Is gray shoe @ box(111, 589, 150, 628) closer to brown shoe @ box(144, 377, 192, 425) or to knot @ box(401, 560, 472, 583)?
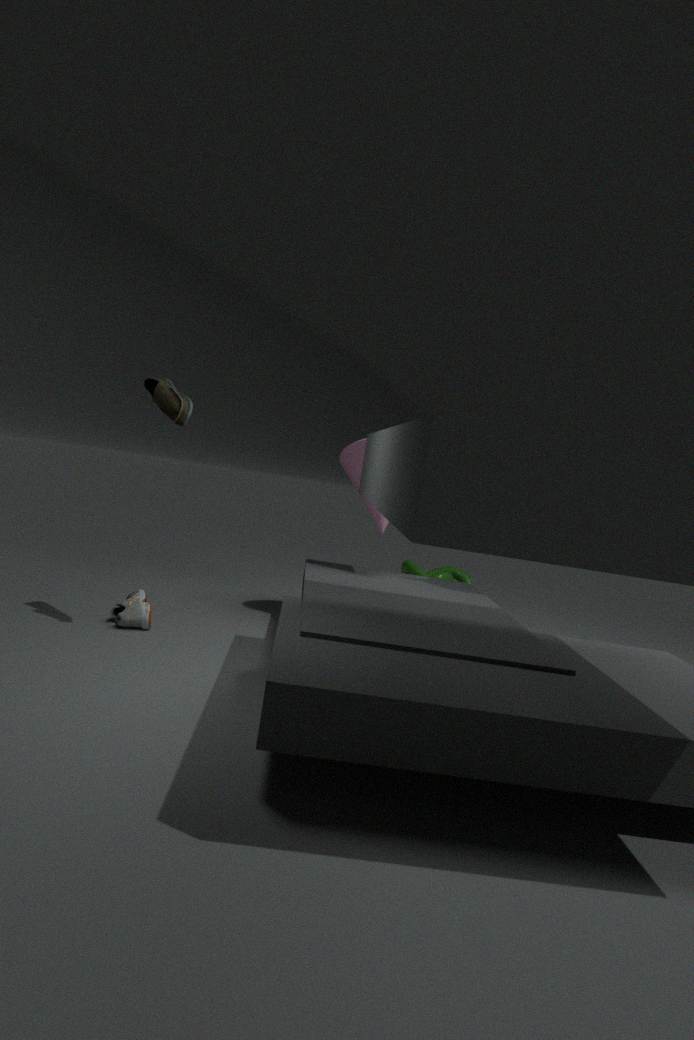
brown shoe @ box(144, 377, 192, 425)
